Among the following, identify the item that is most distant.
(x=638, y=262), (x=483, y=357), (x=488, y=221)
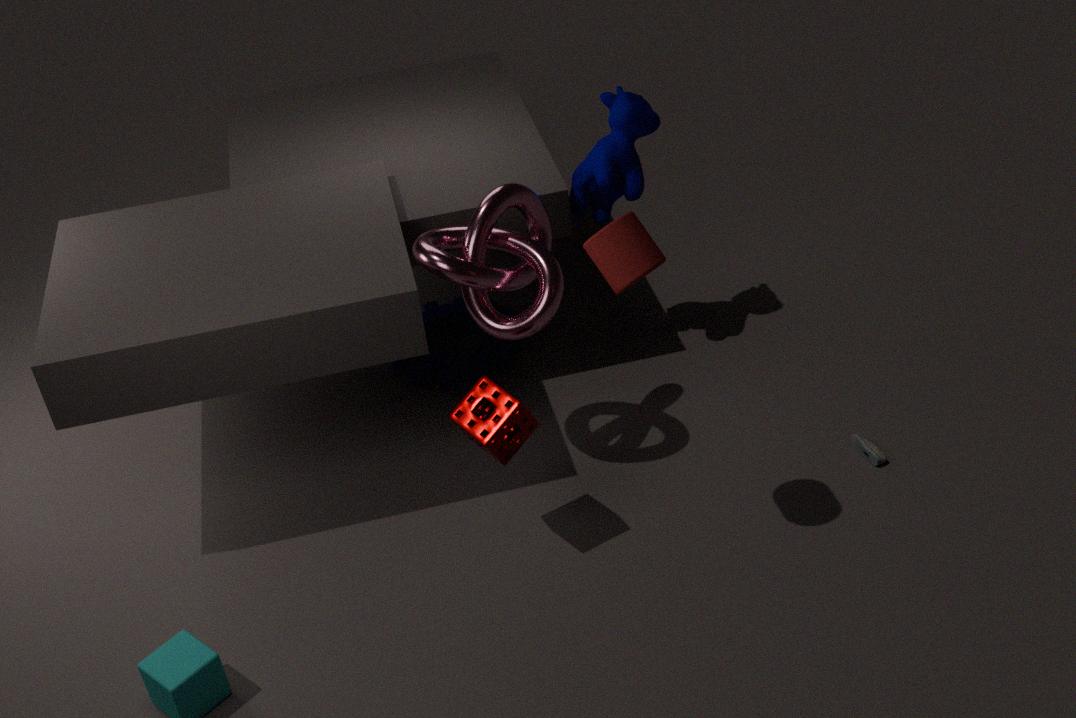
(x=483, y=357)
